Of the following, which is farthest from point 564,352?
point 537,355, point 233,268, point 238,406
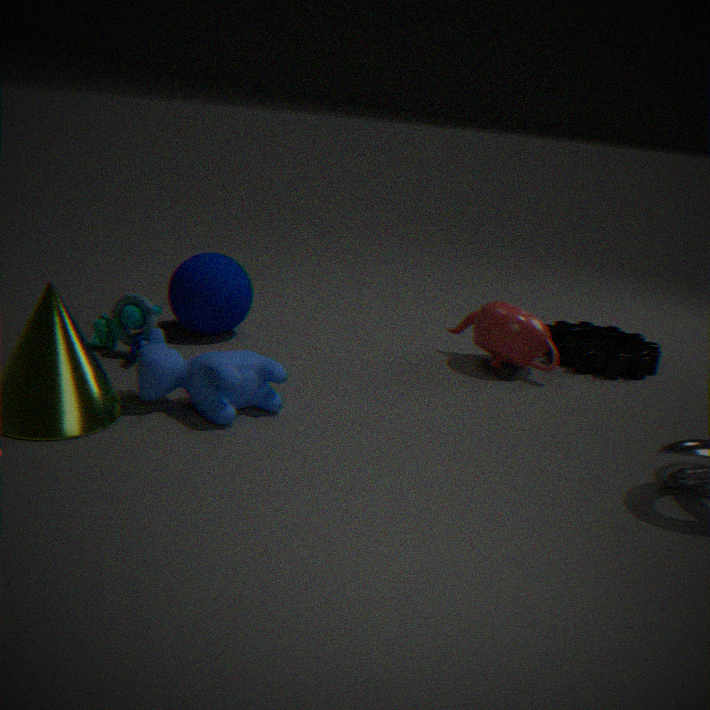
point 238,406
